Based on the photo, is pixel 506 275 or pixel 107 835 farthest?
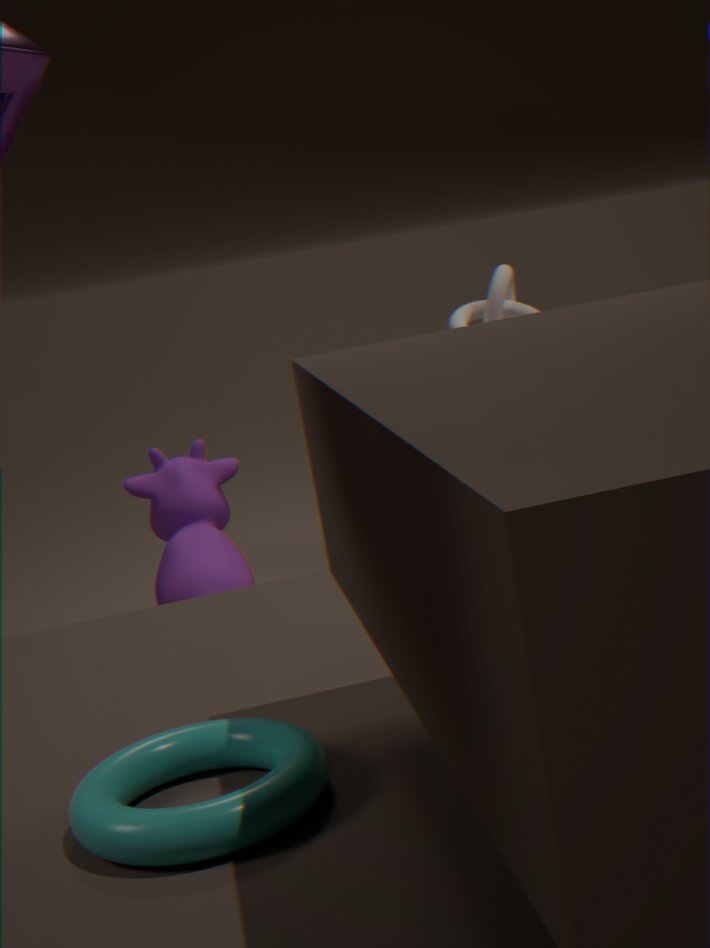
pixel 506 275
